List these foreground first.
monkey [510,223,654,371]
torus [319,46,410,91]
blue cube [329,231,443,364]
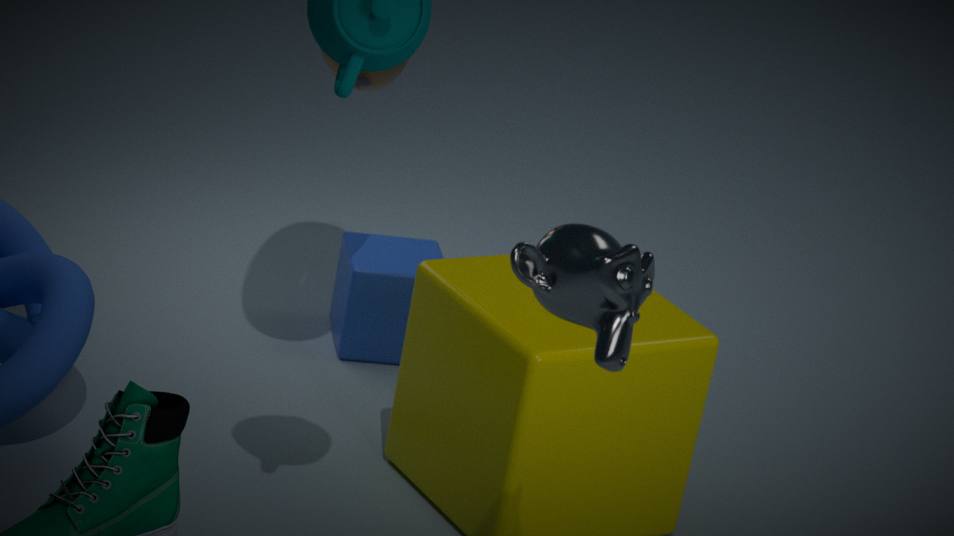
monkey [510,223,654,371], torus [319,46,410,91], blue cube [329,231,443,364]
